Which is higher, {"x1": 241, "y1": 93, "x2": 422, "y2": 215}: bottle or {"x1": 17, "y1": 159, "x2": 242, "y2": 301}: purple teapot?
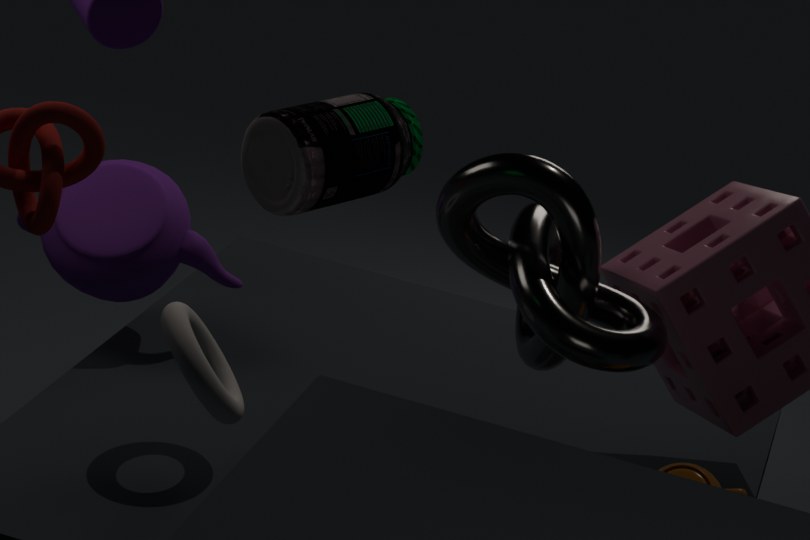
{"x1": 241, "y1": 93, "x2": 422, "y2": 215}: bottle
